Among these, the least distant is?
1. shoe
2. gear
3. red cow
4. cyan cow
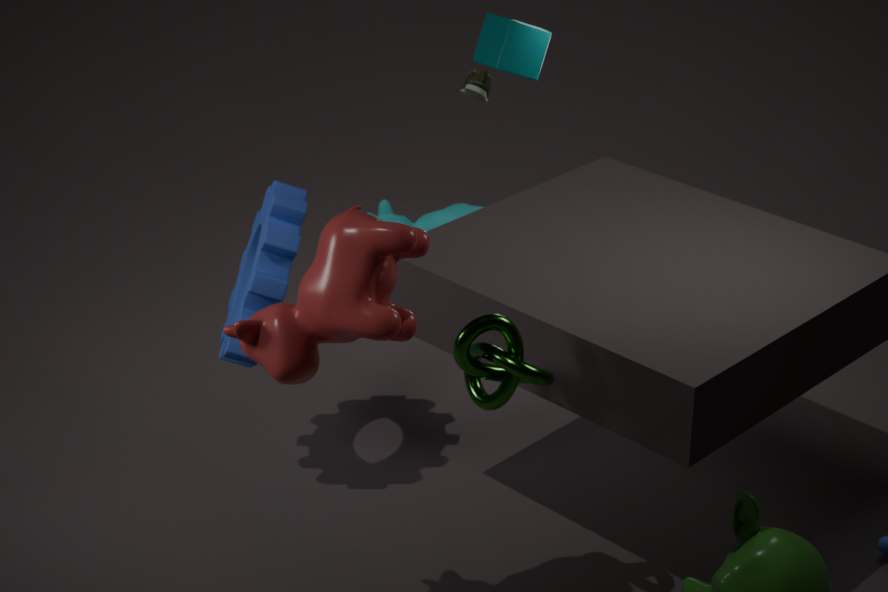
red cow
